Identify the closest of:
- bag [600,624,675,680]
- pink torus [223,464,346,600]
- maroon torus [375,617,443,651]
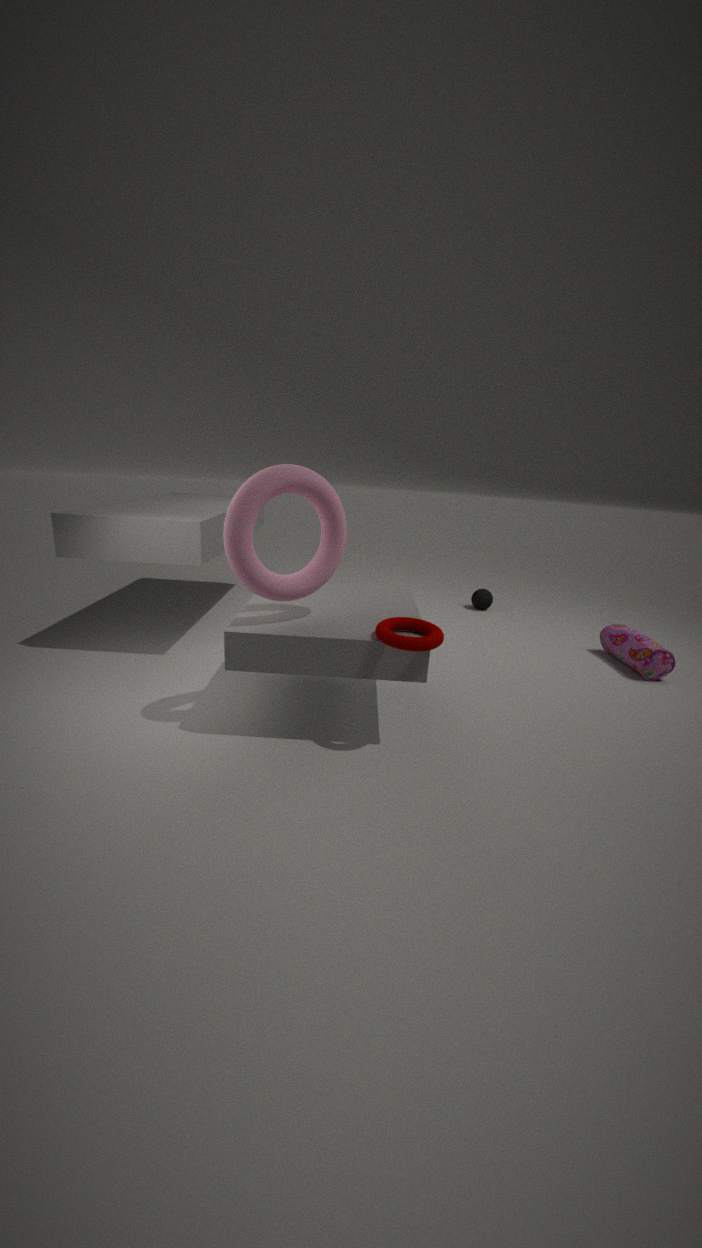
pink torus [223,464,346,600]
